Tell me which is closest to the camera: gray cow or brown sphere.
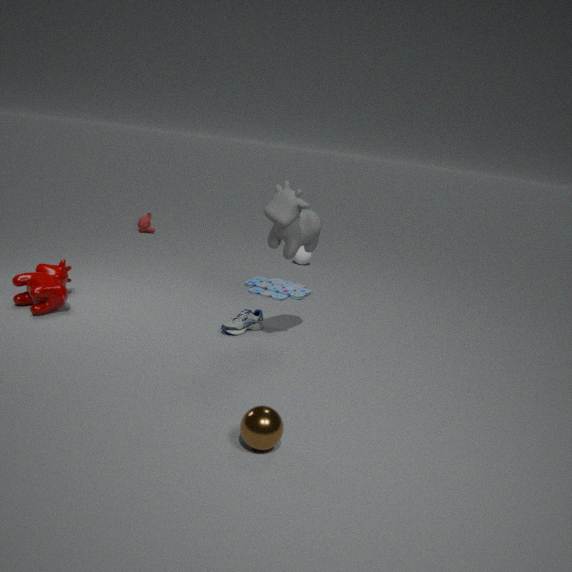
brown sphere
